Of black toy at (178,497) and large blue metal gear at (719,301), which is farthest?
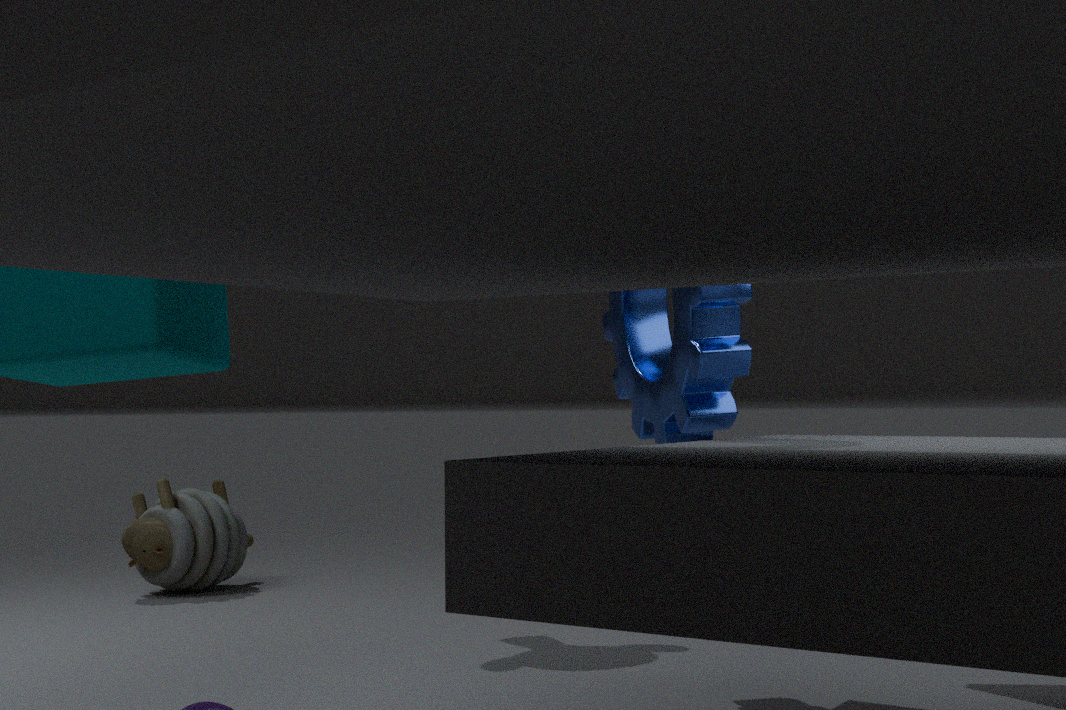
black toy at (178,497)
